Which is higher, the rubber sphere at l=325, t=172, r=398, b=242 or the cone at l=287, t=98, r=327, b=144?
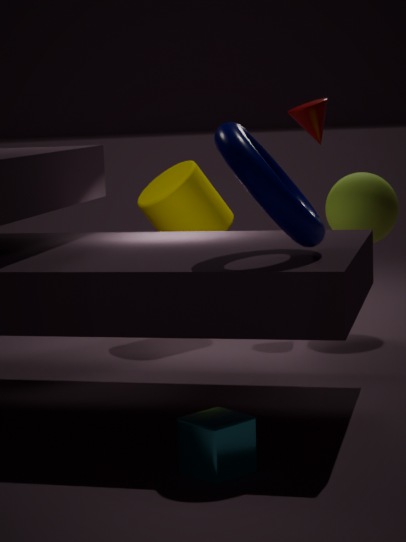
the cone at l=287, t=98, r=327, b=144
